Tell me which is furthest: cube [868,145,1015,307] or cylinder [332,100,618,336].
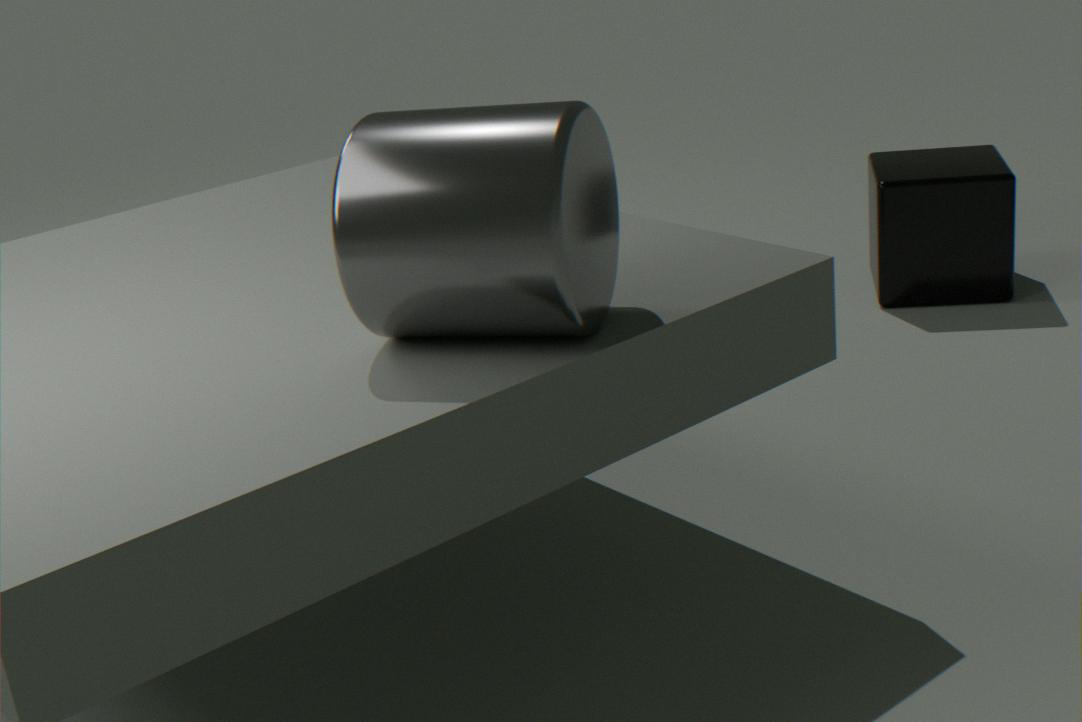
cube [868,145,1015,307]
